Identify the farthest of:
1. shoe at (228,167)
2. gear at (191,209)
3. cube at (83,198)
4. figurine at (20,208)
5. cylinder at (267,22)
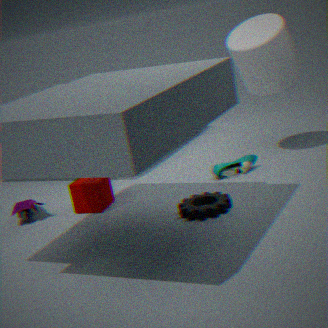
shoe at (228,167)
